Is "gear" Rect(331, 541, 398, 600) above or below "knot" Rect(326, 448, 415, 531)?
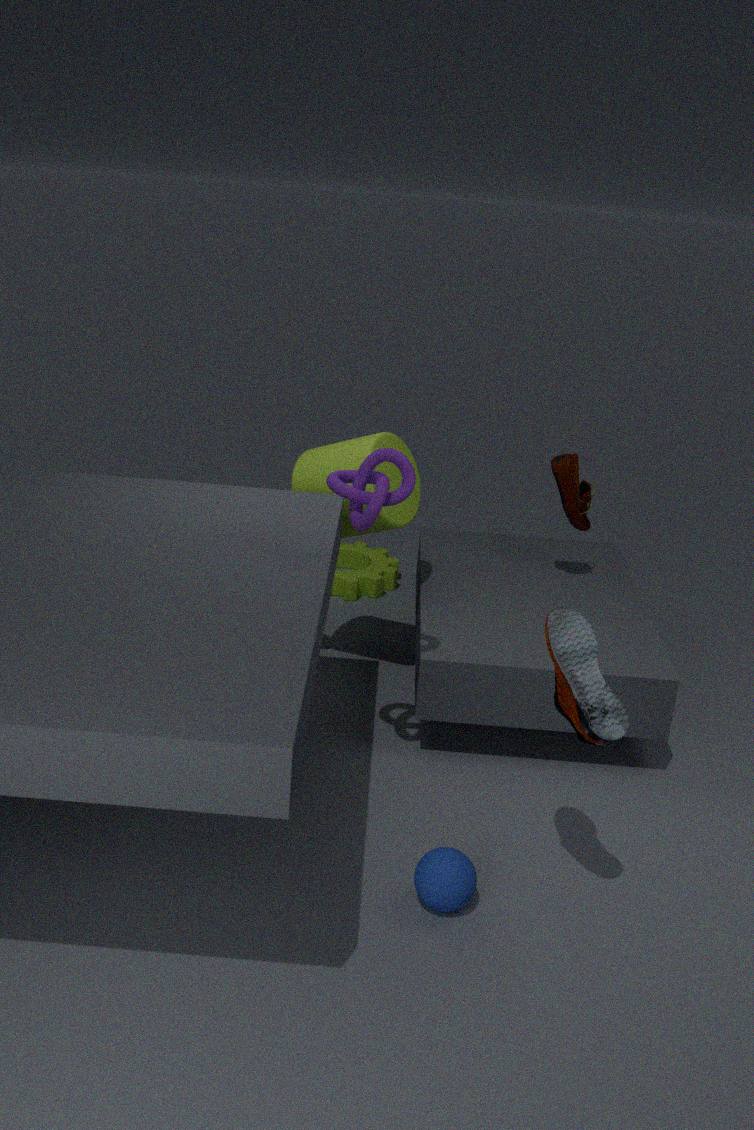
below
